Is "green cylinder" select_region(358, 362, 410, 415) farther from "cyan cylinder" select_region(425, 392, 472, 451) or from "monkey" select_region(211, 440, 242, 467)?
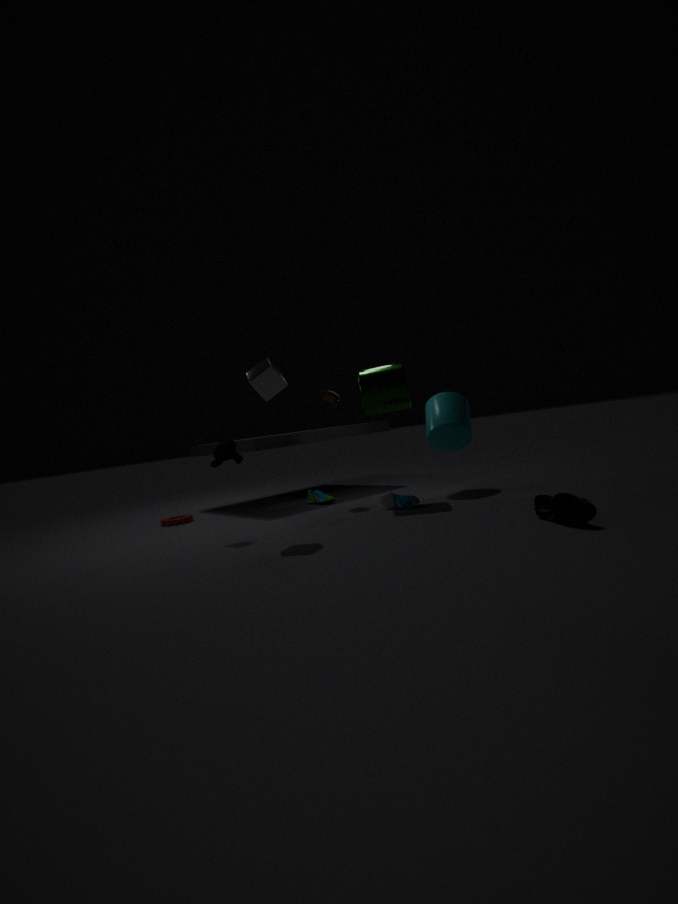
"monkey" select_region(211, 440, 242, 467)
